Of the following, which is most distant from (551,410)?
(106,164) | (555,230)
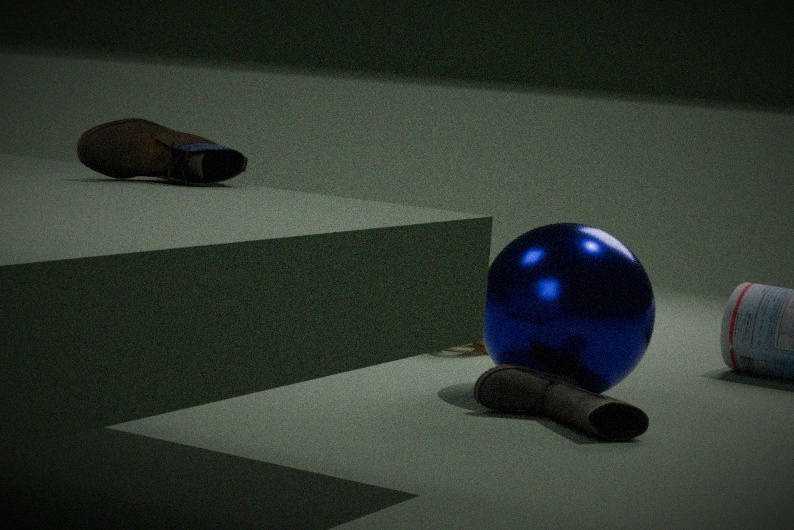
(106,164)
